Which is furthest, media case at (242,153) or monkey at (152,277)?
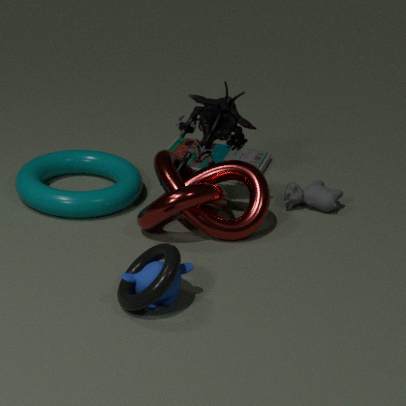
media case at (242,153)
